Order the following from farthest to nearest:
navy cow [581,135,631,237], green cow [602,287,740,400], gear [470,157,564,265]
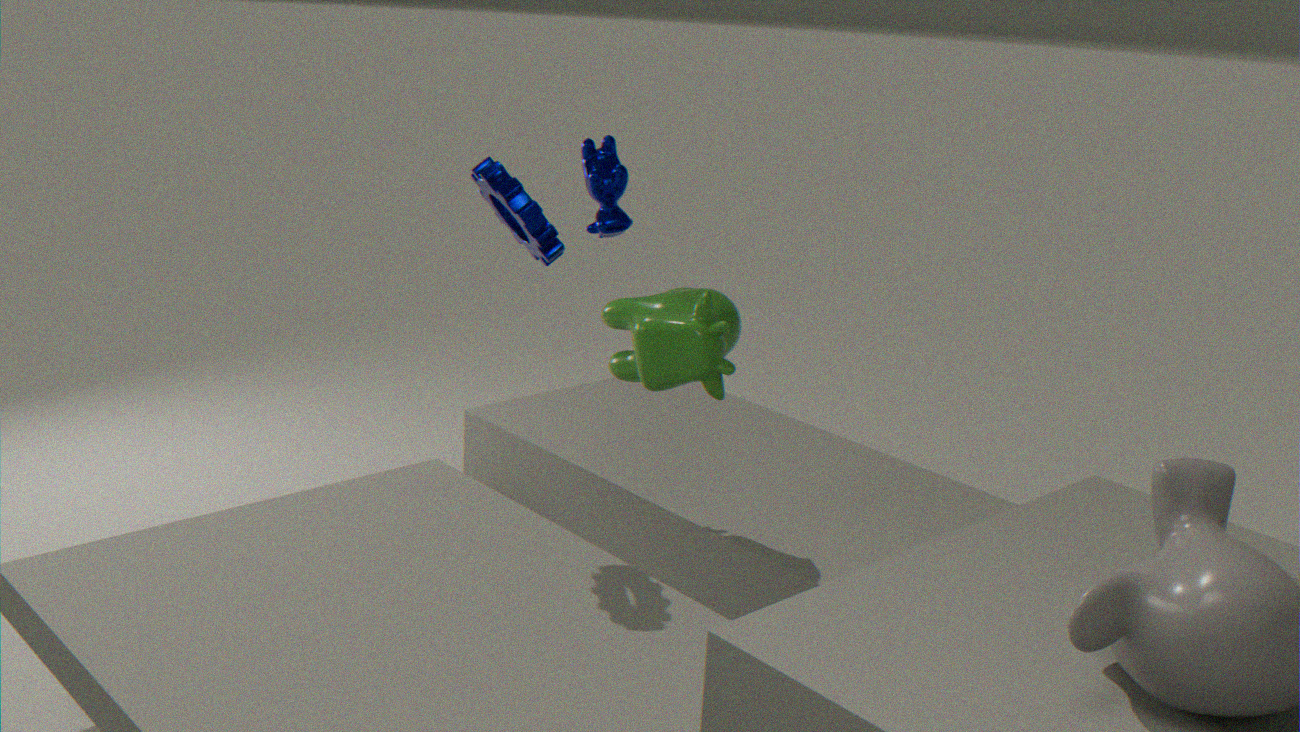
navy cow [581,135,631,237], green cow [602,287,740,400], gear [470,157,564,265]
